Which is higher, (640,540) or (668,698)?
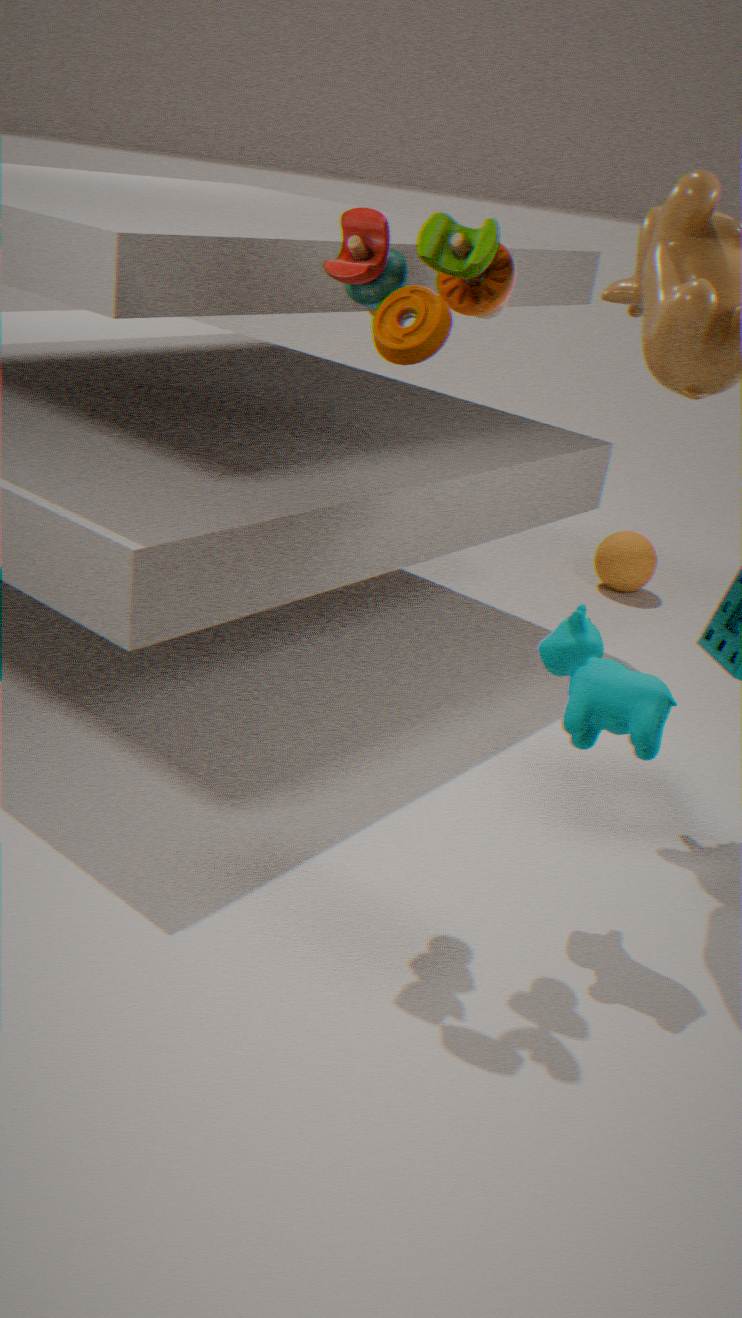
(668,698)
